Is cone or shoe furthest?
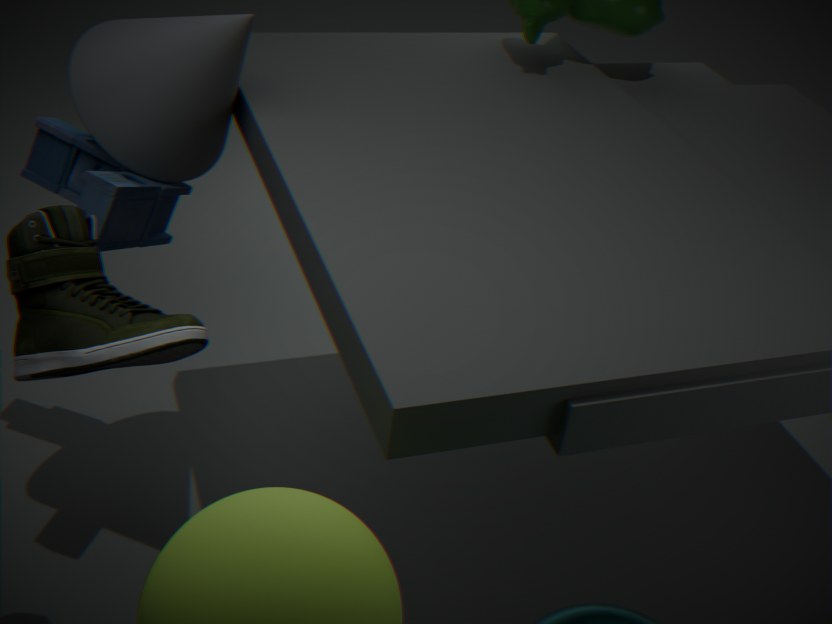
cone
